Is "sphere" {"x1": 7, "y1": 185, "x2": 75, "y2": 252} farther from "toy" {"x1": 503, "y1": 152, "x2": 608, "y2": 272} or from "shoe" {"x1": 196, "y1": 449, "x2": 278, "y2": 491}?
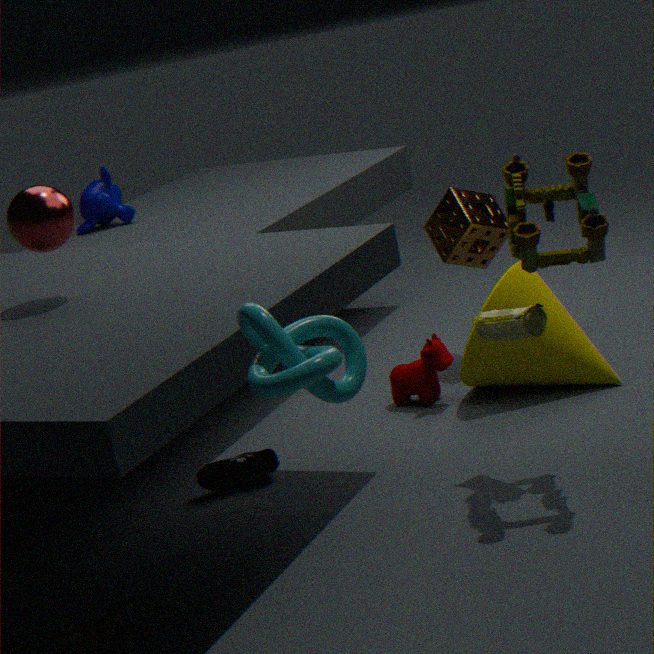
"toy" {"x1": 503, "y1": 152, "x2": 608, "y2": 272}
